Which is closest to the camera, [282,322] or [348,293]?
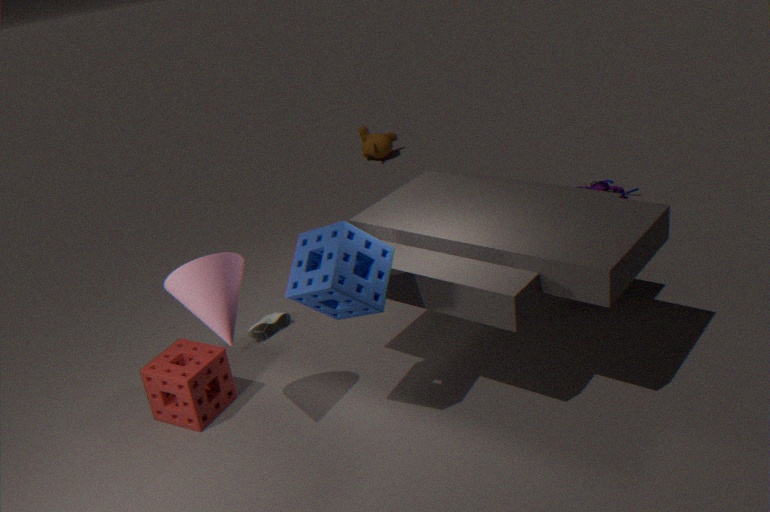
[348,293]
